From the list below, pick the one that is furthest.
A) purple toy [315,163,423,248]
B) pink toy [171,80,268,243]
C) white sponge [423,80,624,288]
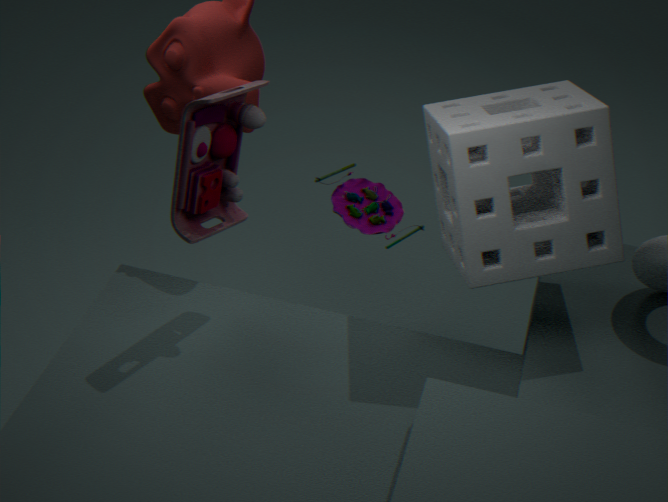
purple toy [315,163,423,248]
